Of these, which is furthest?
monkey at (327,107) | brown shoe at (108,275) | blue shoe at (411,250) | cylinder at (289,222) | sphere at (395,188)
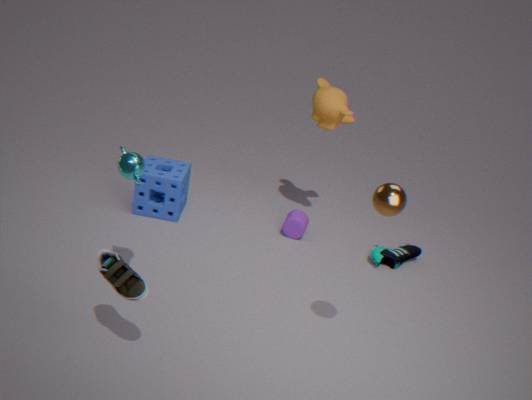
cylinder at (289,222)
